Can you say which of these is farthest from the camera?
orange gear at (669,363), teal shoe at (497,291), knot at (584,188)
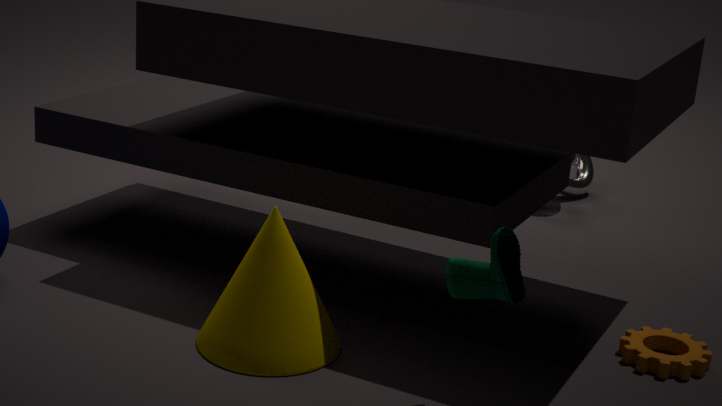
knot at (584,188)
